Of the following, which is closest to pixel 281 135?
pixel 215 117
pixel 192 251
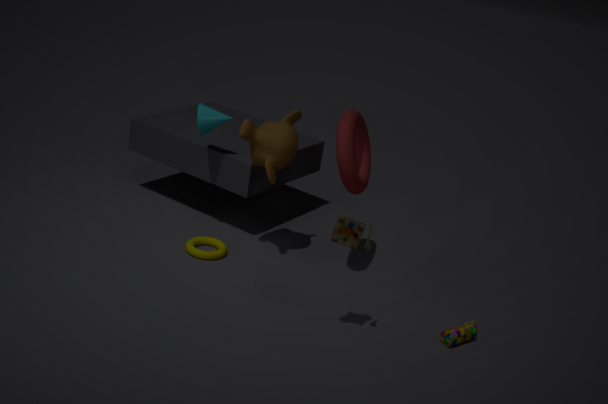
pixel 215 117
